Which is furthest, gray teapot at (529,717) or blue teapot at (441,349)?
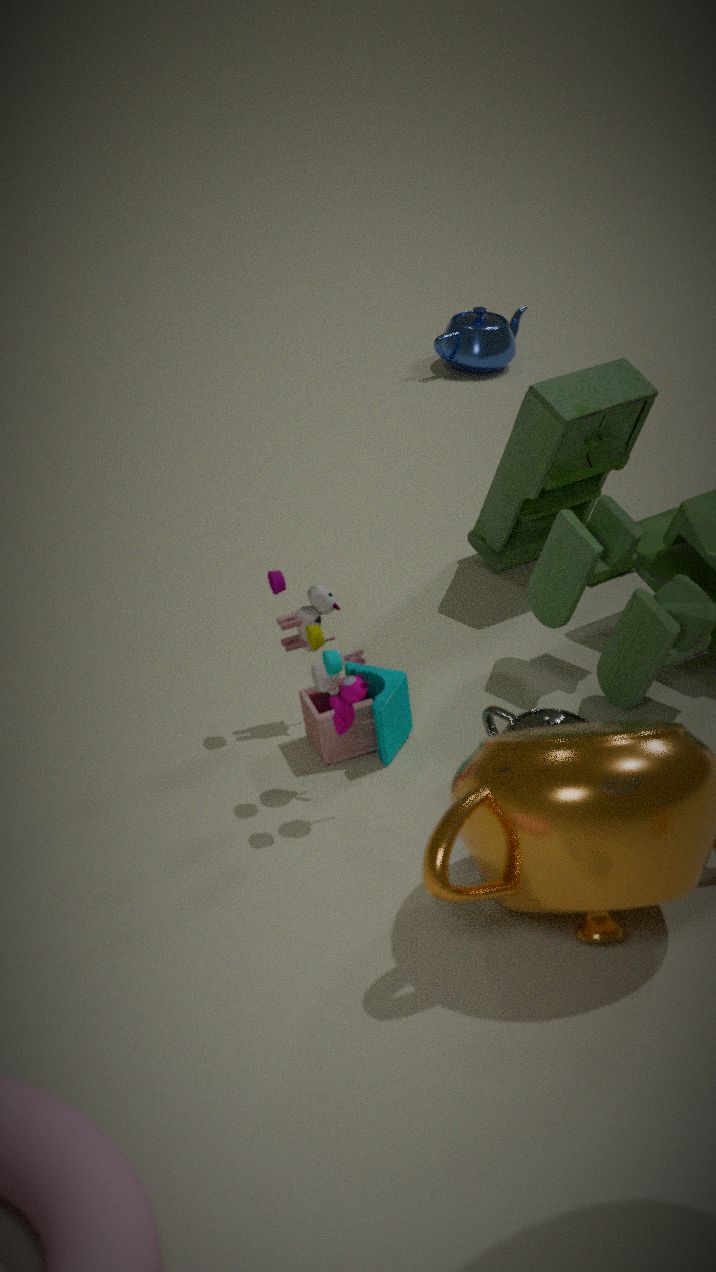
blue teapot at (441,349)
